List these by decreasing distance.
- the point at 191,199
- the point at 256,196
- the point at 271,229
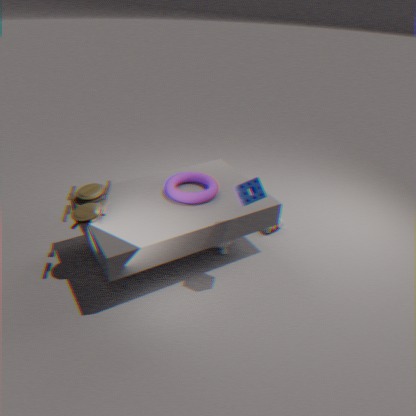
1. the point at 271,229
2. the point at 191,199
3. the point at 256,196
